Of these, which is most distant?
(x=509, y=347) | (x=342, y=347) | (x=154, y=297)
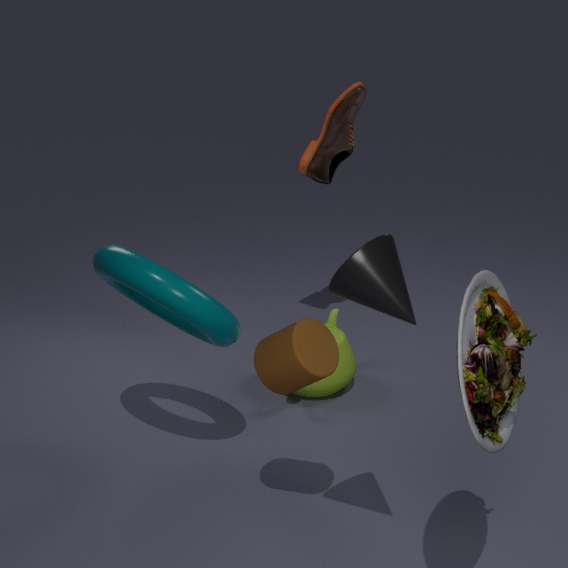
(x=342, y=347)
